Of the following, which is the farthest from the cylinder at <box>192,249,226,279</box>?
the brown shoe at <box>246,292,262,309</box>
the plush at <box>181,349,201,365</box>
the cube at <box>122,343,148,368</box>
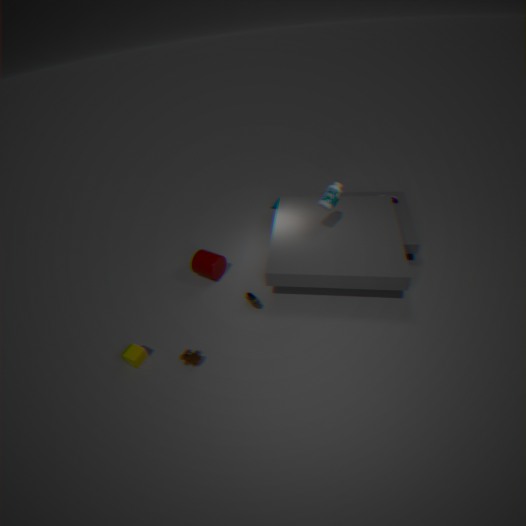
the cube at <box>122,343,148,368</box>
